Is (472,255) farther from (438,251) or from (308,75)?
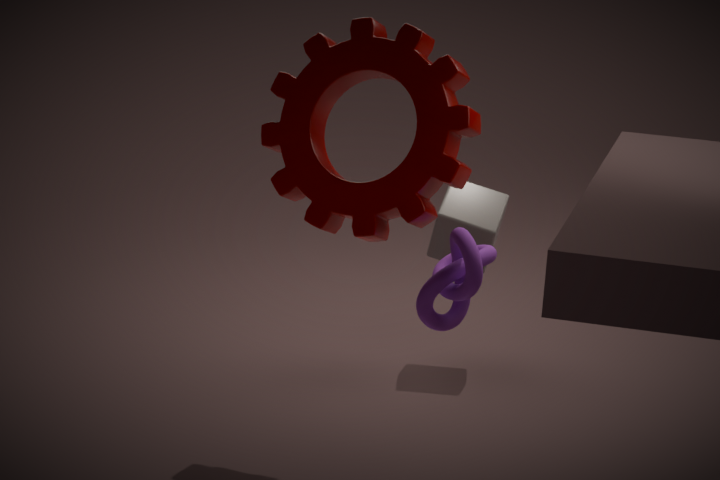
(438,251)
